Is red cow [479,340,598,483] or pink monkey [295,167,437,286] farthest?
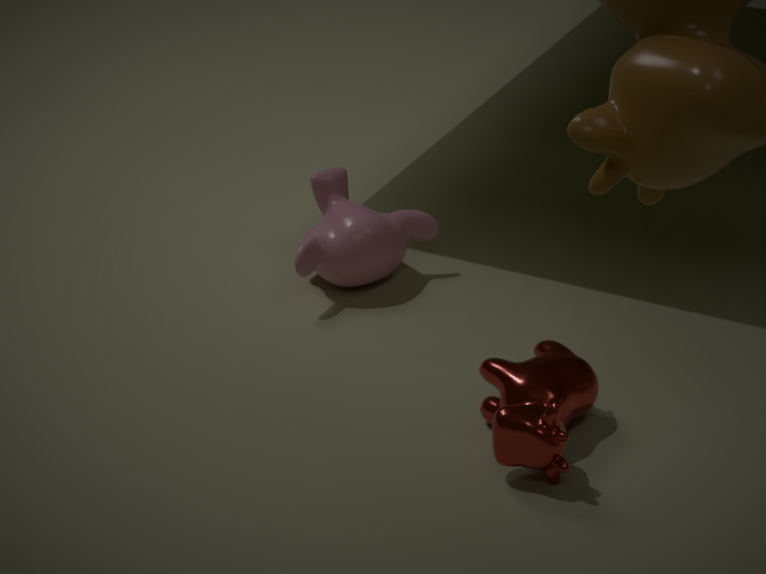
pink monkey [295,167,437,286]
